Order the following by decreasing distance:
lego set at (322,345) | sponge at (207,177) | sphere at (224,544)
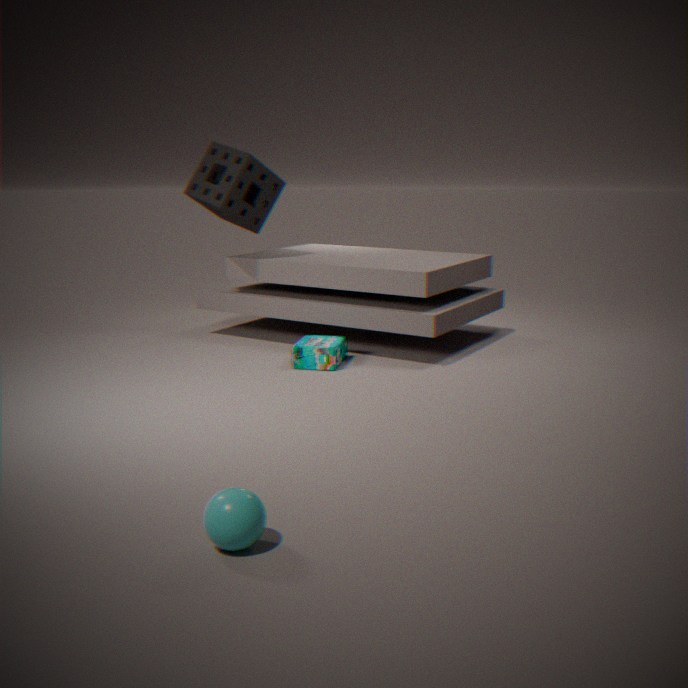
sponge at (207,177)
lego set at (322,345)
sphere at (224,544)
